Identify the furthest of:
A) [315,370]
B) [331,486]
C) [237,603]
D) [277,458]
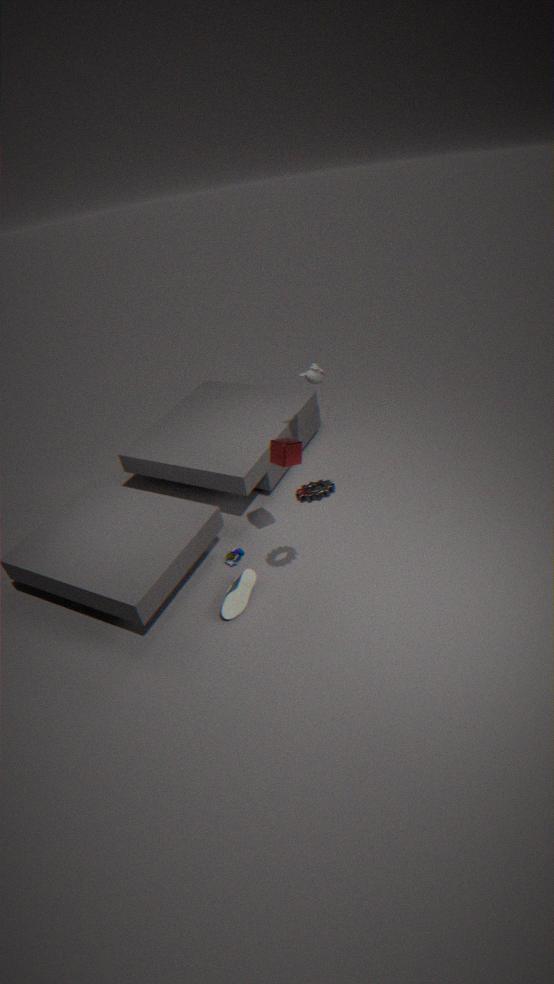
[315,370]
